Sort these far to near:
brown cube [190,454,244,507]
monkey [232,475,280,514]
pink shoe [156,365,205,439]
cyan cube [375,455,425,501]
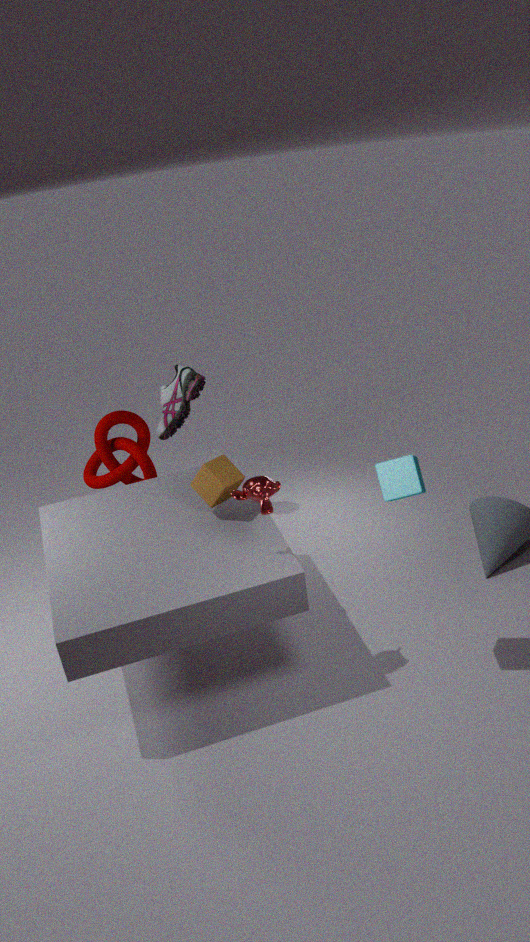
pink shoe [156,365,205,439] < brown cube [190,454,244,507] < monkey [232,475,280,514] < cyan cube [375,455,425,501]
